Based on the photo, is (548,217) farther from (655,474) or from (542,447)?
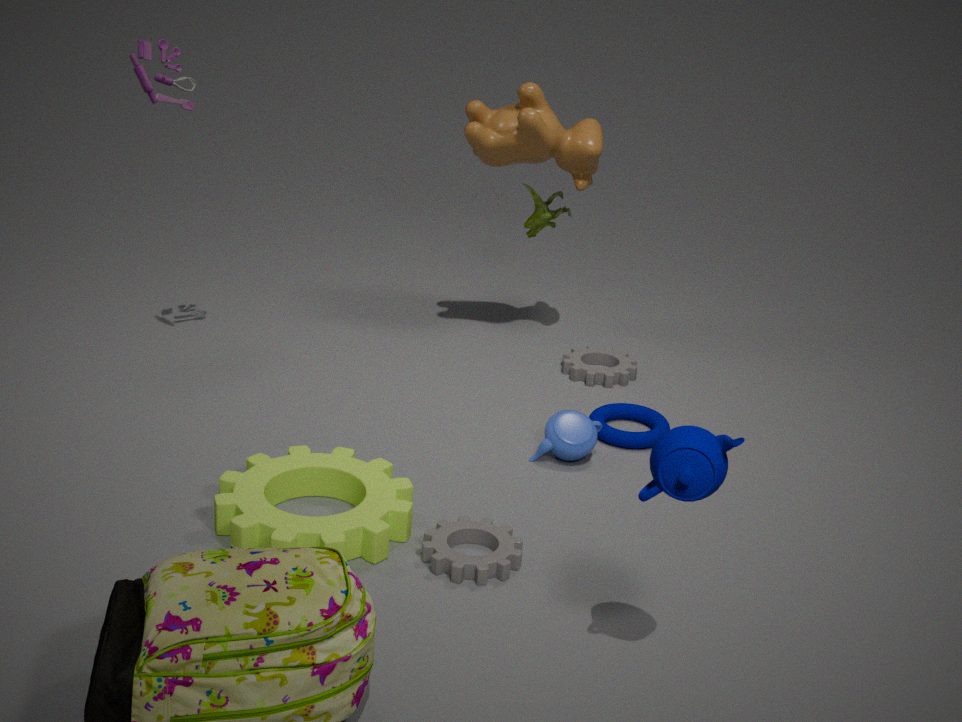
(655,474)
